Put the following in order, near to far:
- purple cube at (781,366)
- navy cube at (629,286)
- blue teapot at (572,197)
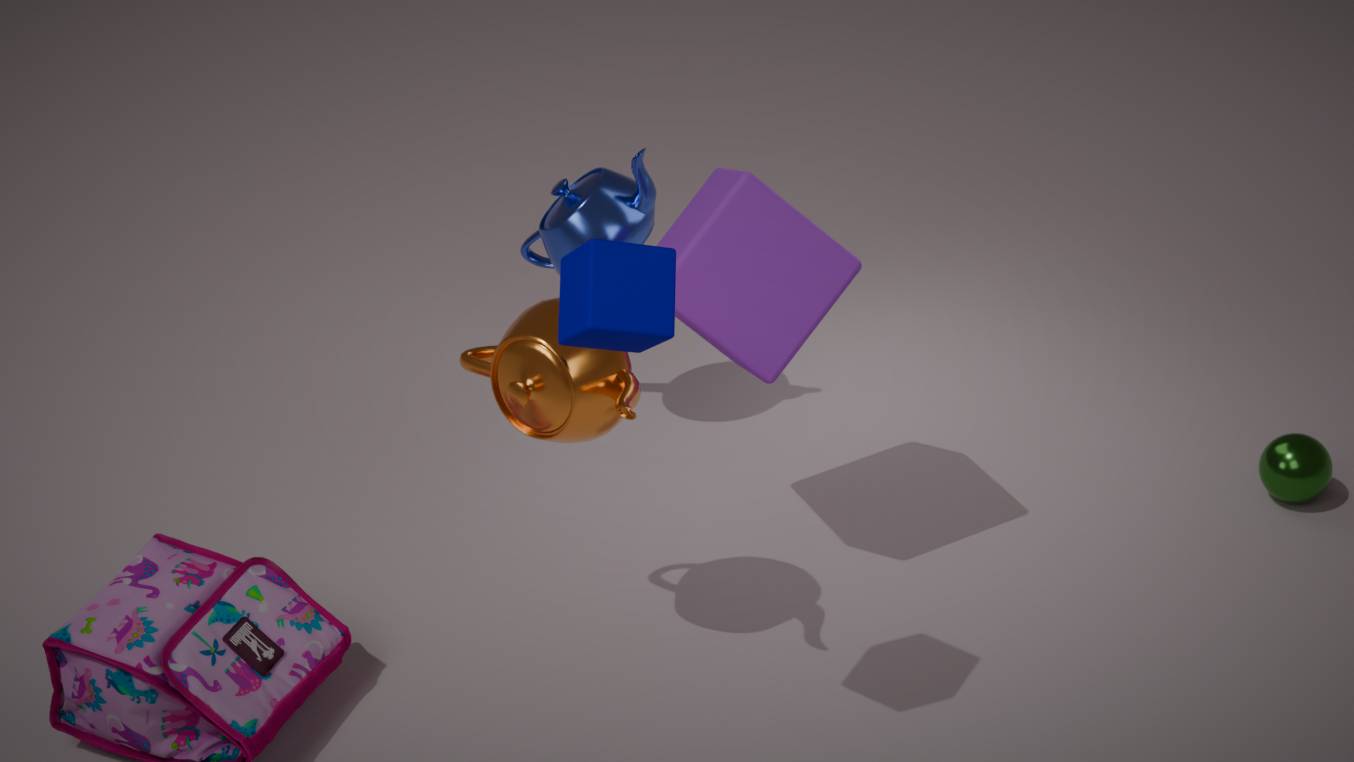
navy cube at (629,286), purple cube at (781,366), blue teapot at (572,197)
